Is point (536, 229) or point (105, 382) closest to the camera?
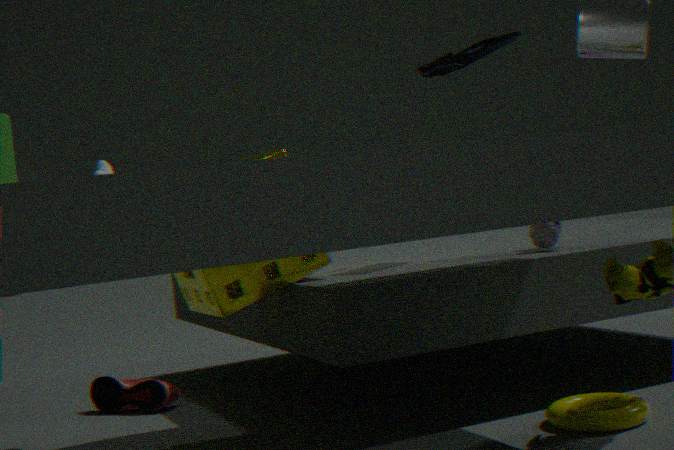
point (536, 229)
